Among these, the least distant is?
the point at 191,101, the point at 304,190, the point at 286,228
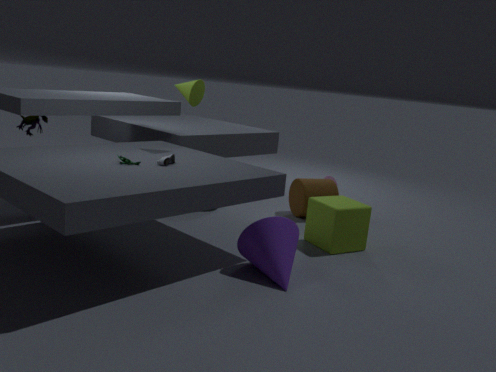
the point at 286,228
